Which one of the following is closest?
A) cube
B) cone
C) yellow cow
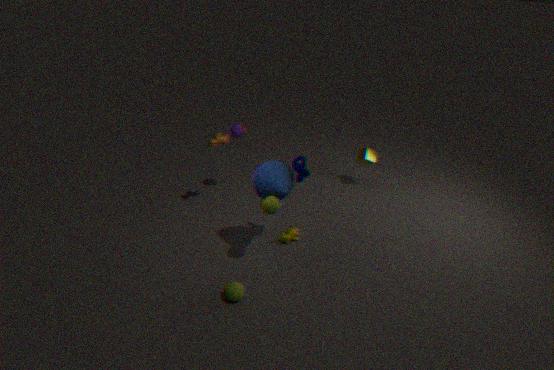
cone
